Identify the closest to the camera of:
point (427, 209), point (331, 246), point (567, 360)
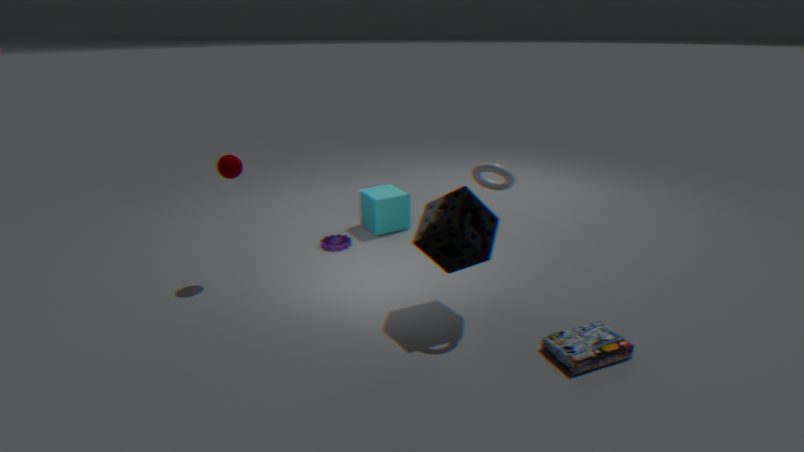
point (567, 360)
